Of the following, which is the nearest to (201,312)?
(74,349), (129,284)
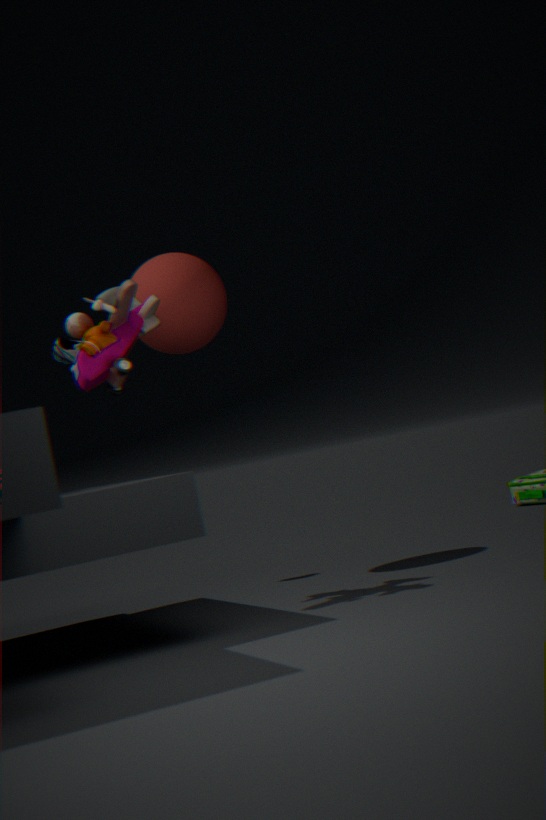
(74,349)
